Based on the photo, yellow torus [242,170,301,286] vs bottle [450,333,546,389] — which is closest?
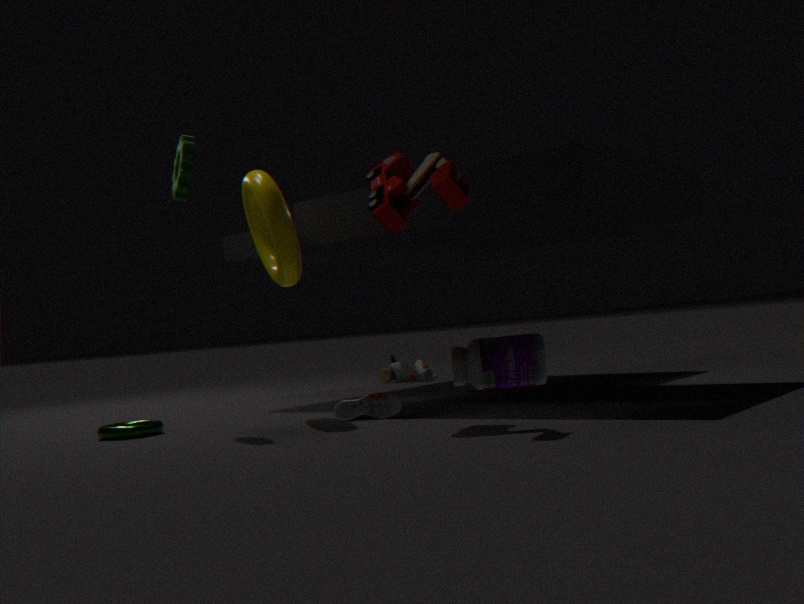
yellow torus [242,170,301,286]
